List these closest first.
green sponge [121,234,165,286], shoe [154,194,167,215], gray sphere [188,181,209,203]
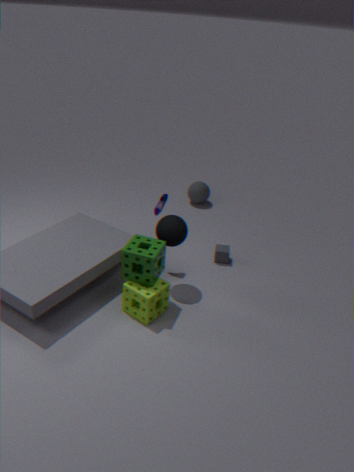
green sponge [121,234,165,286] → shoe [154,194,167,215] → gray sphere [188,181,209,203]
